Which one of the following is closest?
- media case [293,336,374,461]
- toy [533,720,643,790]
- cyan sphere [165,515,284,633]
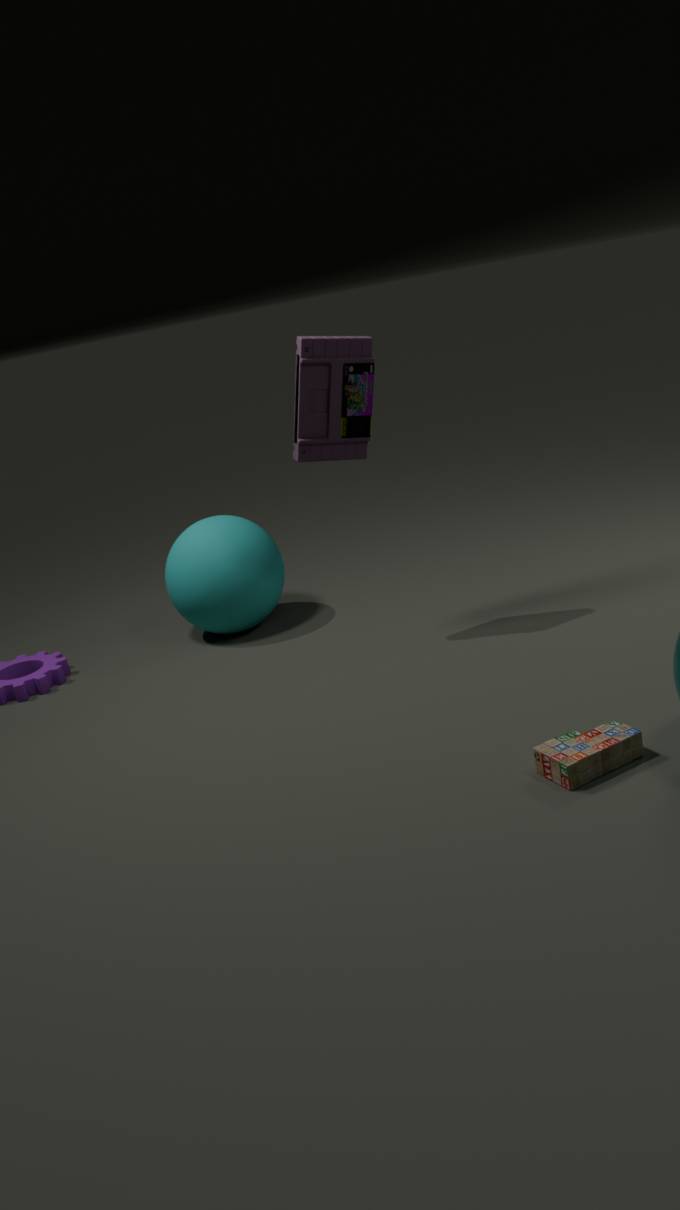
toy [533,720,643,790]
